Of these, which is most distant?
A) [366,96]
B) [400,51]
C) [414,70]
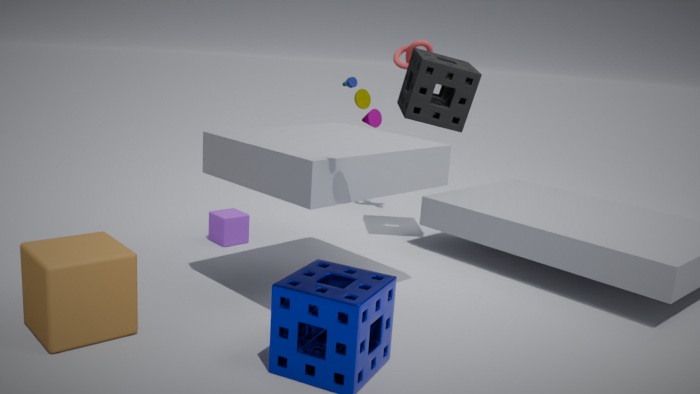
[400,51]
